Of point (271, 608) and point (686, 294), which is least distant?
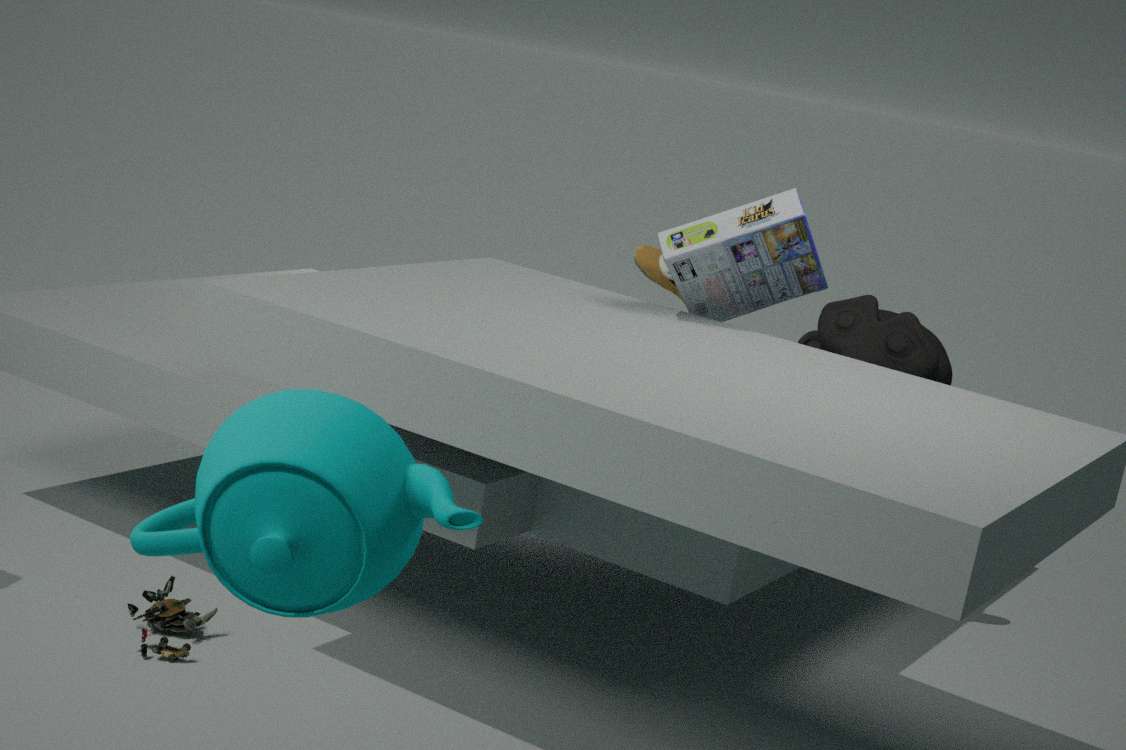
point (271, 608)
